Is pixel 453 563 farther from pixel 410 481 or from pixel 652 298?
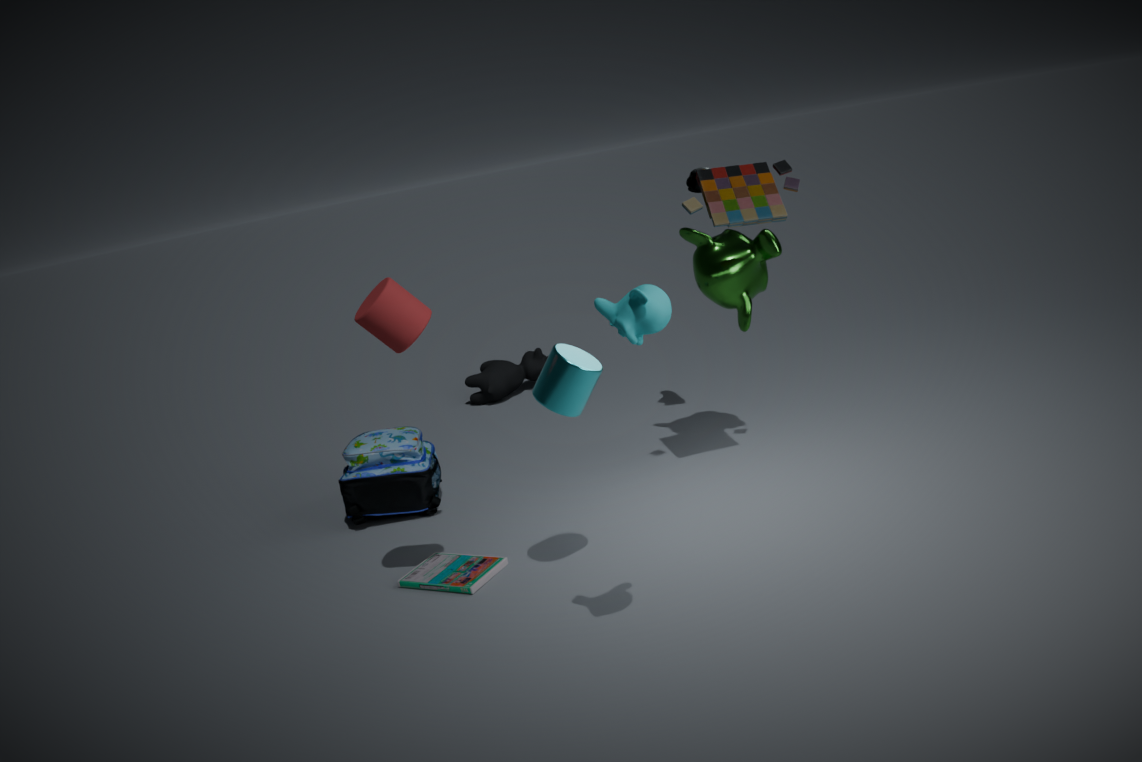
pixel 652 298
